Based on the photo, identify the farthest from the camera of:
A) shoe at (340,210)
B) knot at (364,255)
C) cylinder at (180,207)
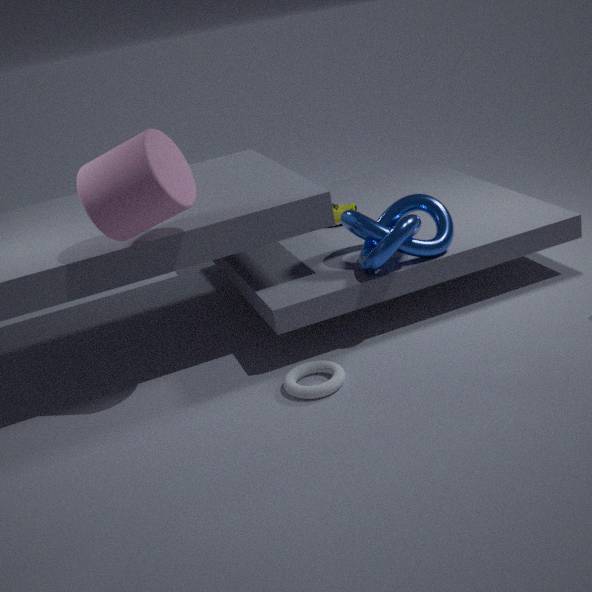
shoe at (340,210)
